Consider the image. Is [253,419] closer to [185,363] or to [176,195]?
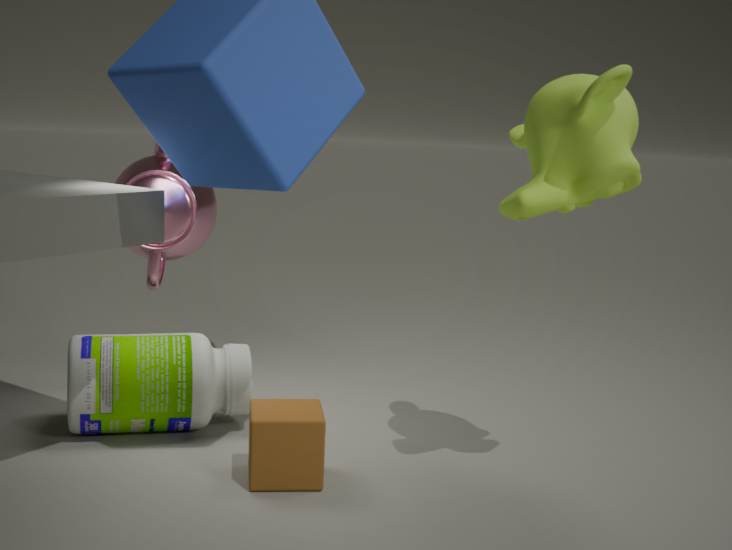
[185,363]
